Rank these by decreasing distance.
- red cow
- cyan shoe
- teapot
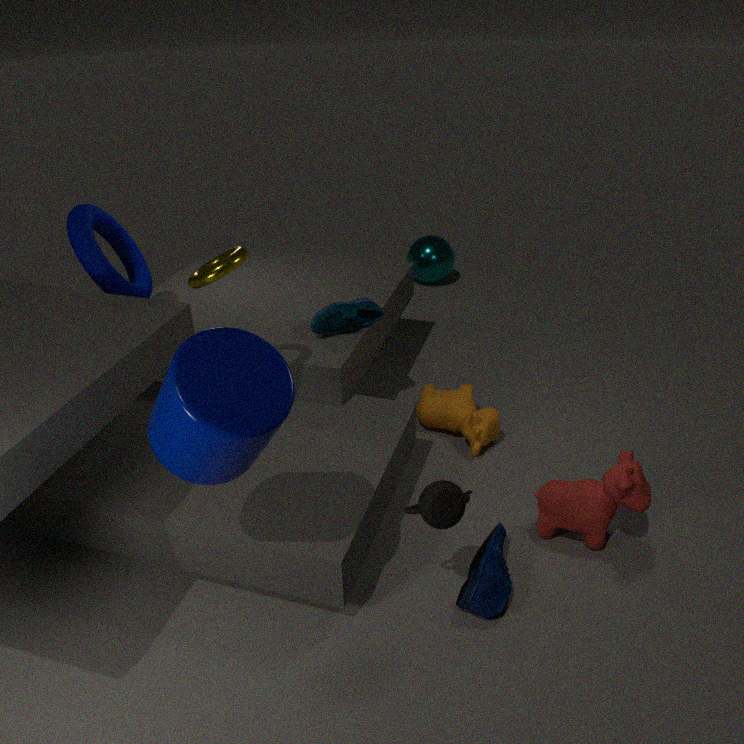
1. cyan shoe
2. red cow
3. teapot
